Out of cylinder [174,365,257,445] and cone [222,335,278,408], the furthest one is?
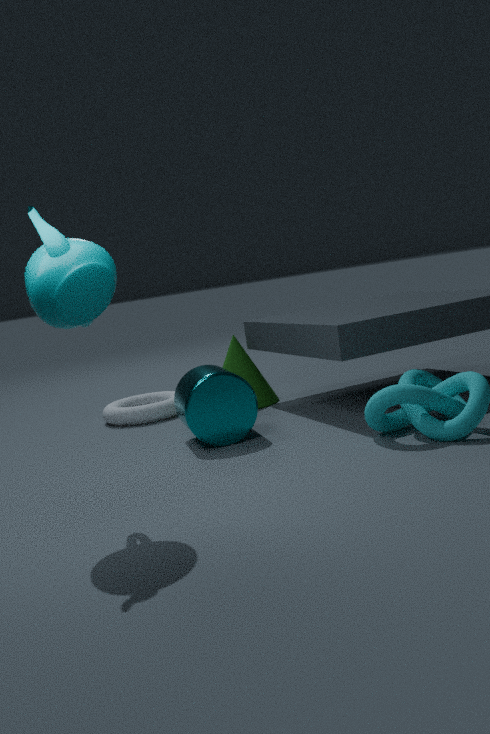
cone [222,335,278,408]
